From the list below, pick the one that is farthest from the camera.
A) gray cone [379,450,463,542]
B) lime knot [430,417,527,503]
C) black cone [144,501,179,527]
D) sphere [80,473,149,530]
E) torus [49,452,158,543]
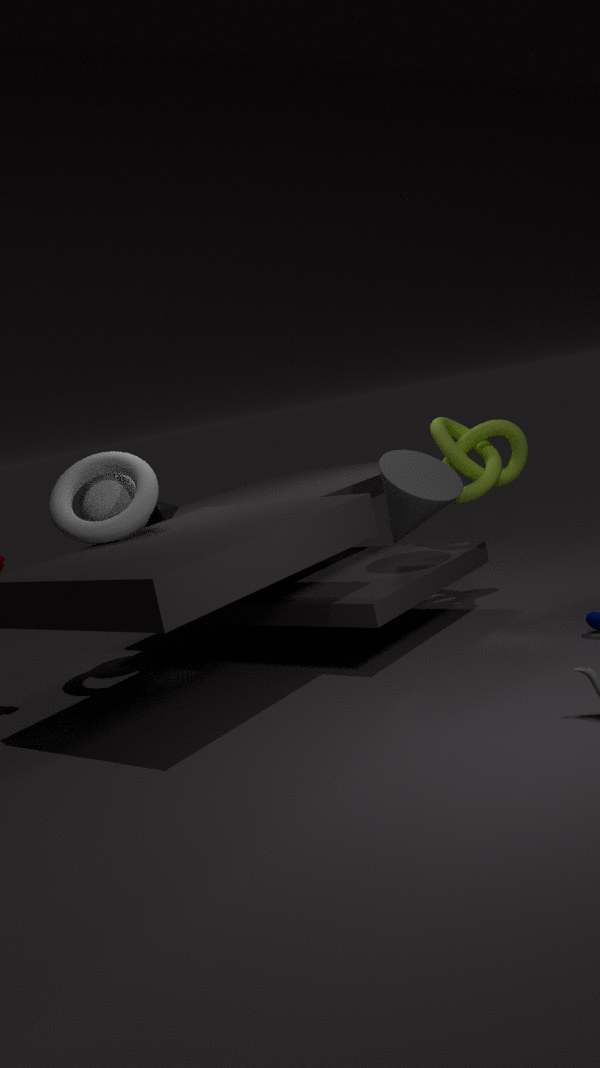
black cone [144,501,179,527]
